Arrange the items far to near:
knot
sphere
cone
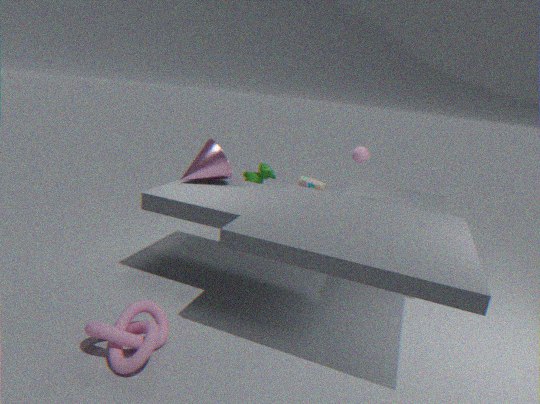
1. sphere
2. cone
3. knot
